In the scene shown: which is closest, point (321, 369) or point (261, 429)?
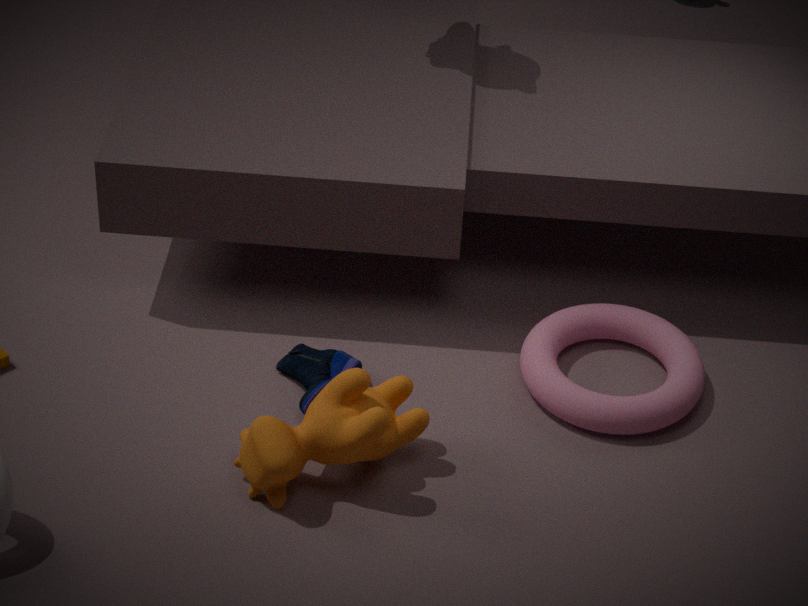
point (261, 429)
